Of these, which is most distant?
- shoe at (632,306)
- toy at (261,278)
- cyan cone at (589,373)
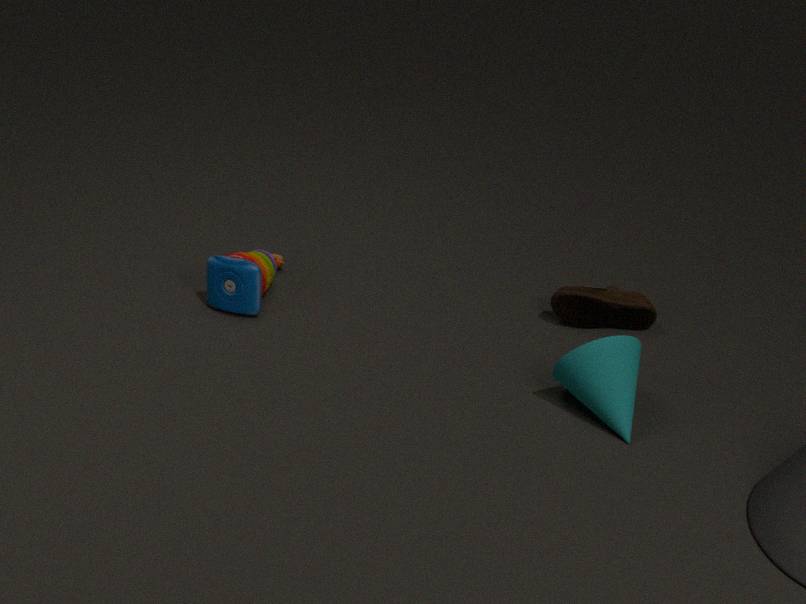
shoe at (632,306)
